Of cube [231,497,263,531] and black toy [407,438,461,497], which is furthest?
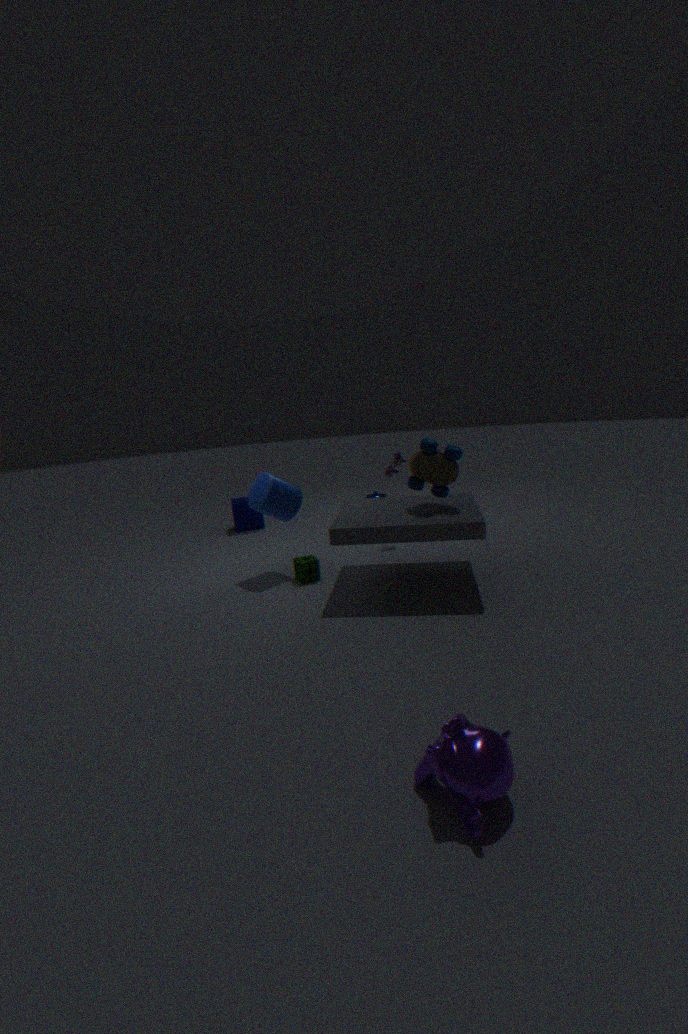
cube [231,497,263,531]
